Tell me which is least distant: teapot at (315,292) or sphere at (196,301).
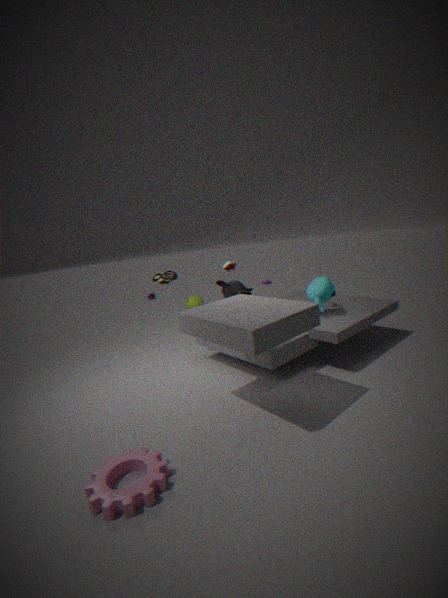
teapot at (315,292)
